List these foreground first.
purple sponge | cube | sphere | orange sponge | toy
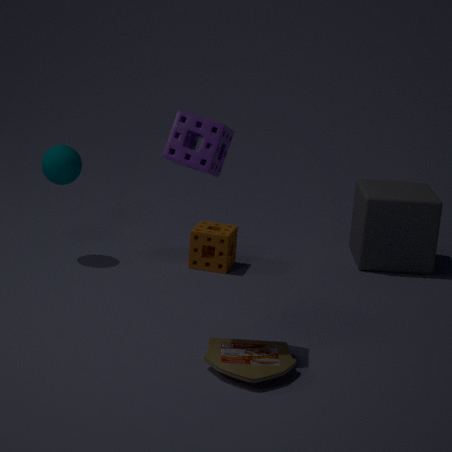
toy
purple sponge
sphere
orange sponge
cube
